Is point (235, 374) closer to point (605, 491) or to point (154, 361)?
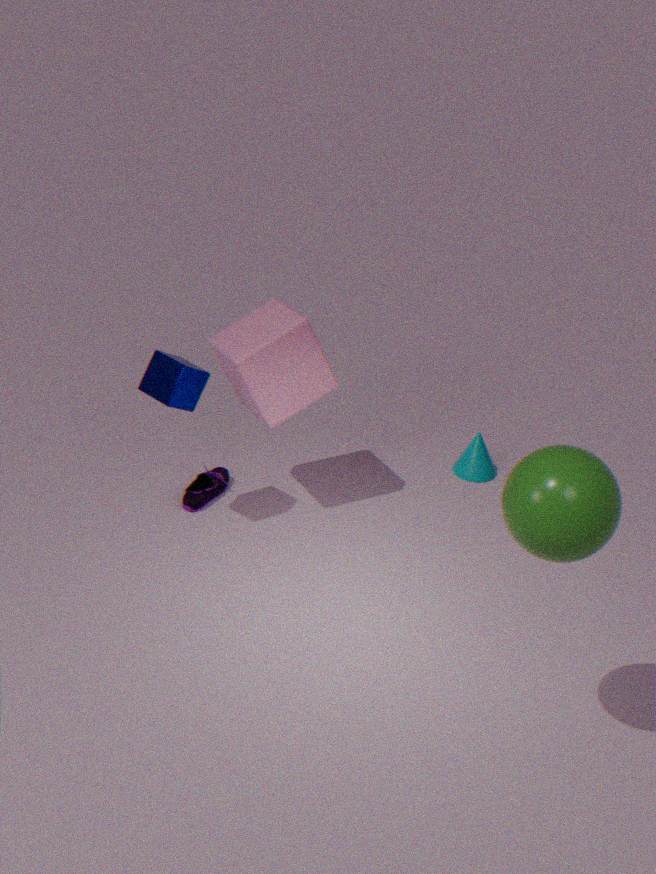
point (154, 361)
